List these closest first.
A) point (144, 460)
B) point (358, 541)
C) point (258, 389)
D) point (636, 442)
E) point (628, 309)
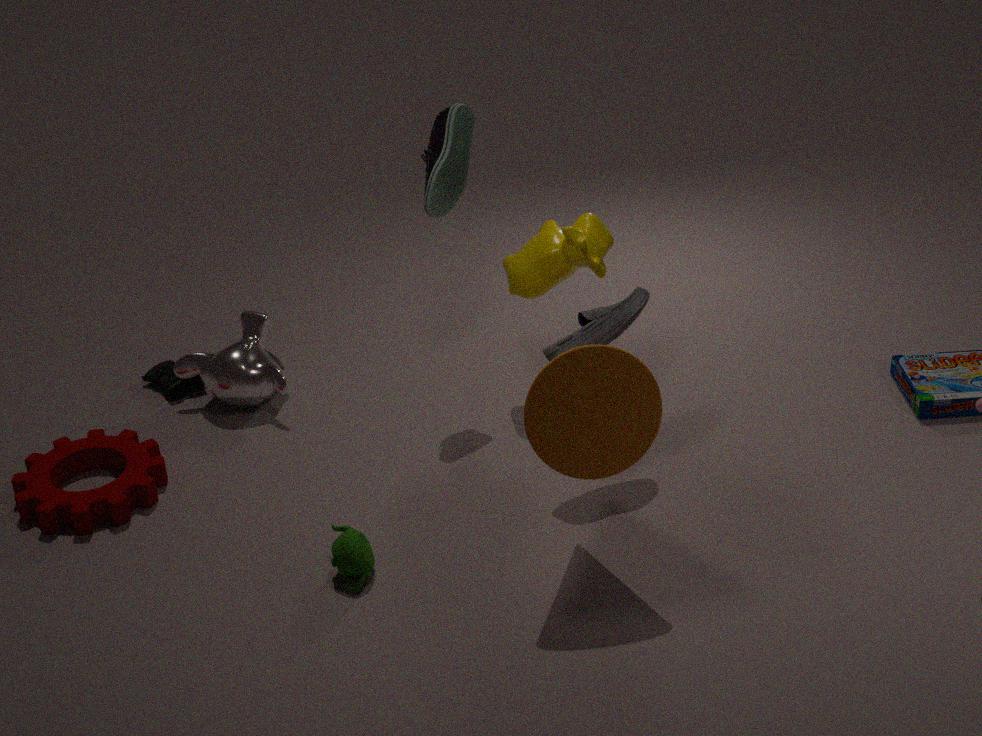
point (636, 442)
point (358, 541)
point (628, 309)
point (144, 460)
point (258, 389)
